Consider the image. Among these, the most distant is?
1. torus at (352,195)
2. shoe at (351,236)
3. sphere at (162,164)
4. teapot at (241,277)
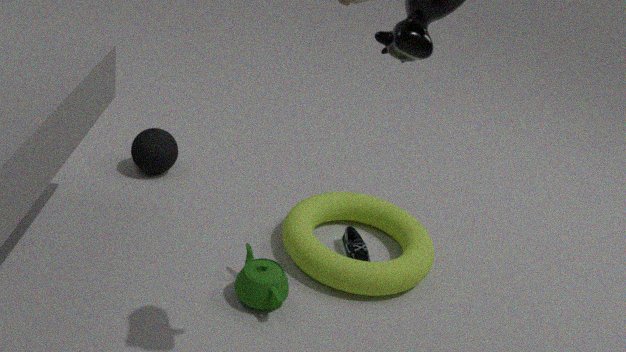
sphere at (162,164)
